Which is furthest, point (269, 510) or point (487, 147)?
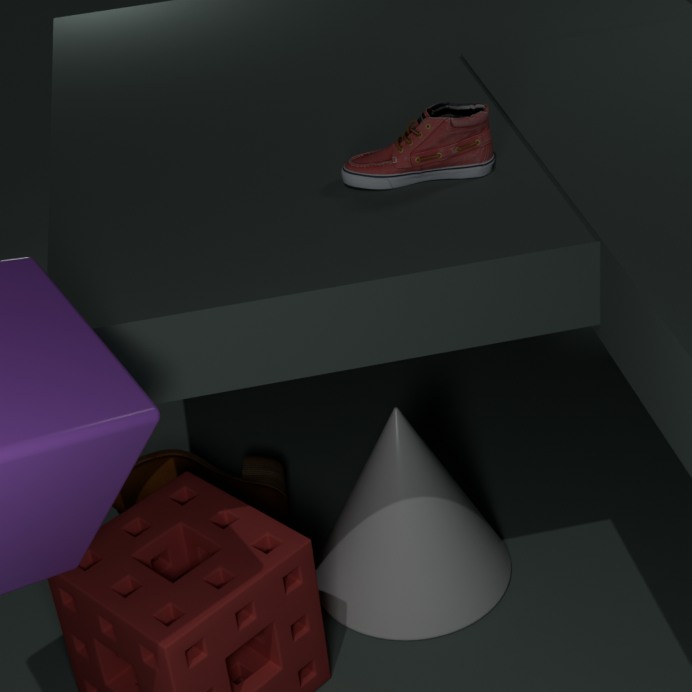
point (269, 510)
